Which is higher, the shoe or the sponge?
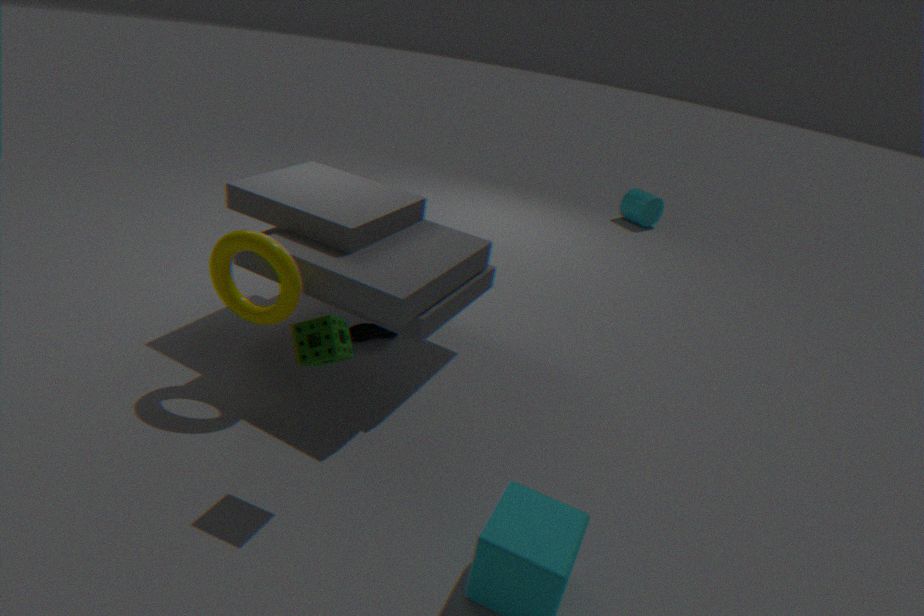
the sponge
